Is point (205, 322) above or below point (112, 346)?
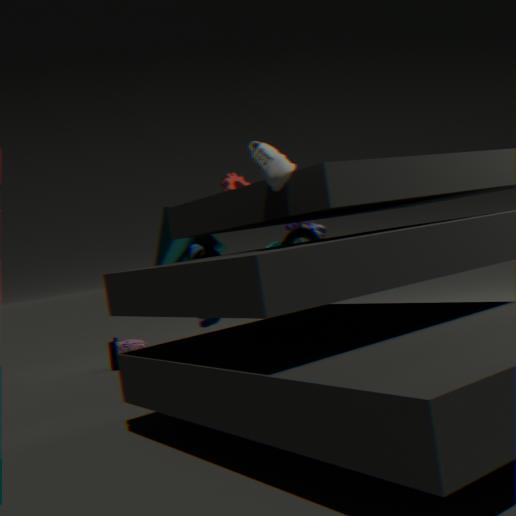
above
